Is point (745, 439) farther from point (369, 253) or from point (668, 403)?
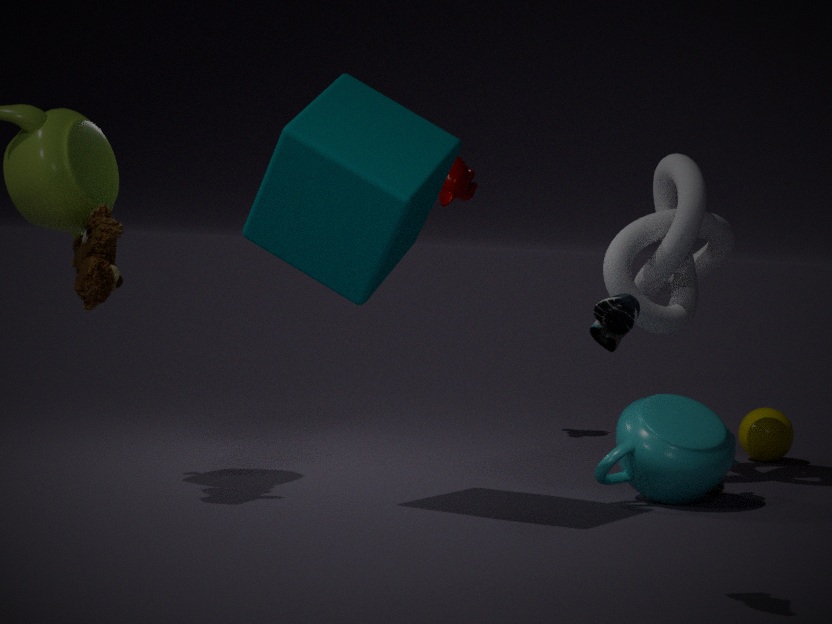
point (369, 253)
